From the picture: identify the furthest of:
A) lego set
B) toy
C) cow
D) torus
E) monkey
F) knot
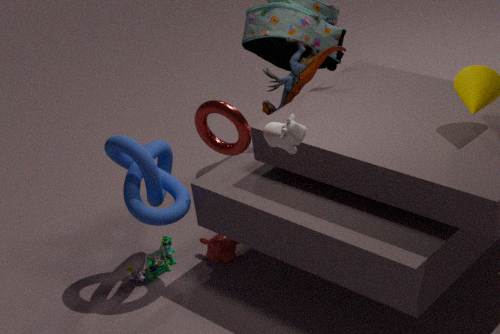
monkey
